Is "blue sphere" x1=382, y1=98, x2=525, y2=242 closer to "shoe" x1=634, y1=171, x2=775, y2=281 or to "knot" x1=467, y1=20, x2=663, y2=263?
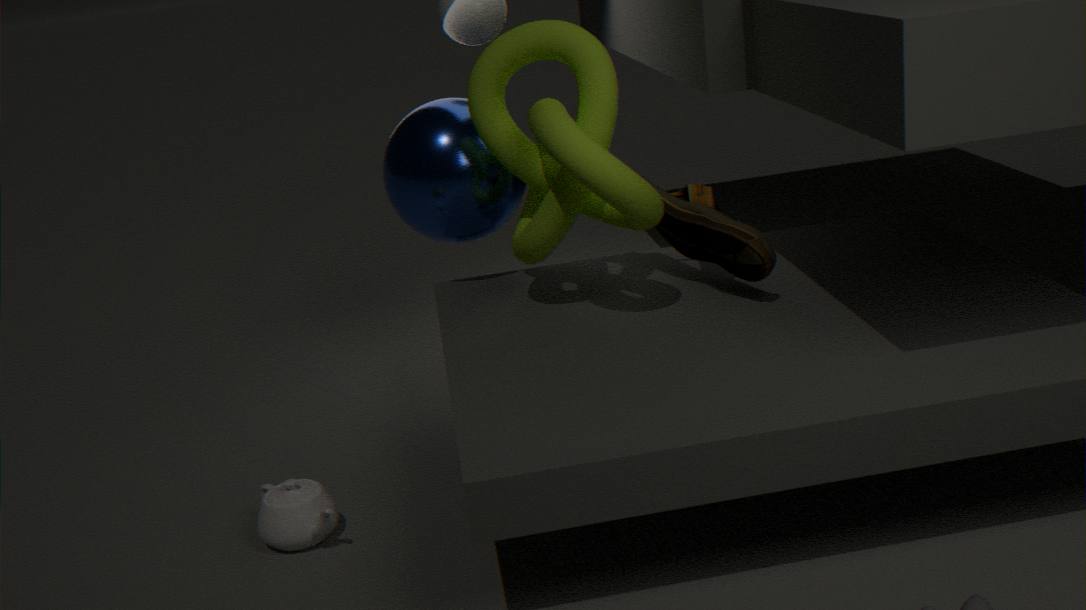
"knot" x1=467, y1=20, x2=663, y2=263
